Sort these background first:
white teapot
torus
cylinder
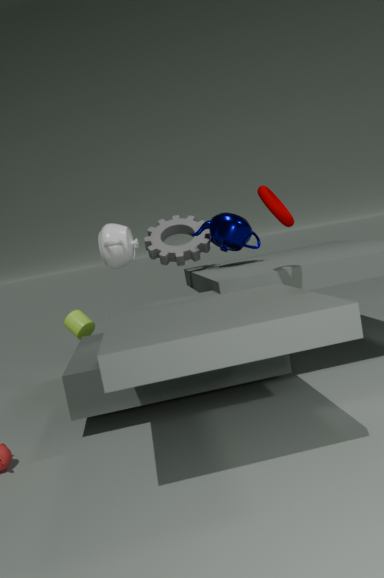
cylinder
white teapot
torus
